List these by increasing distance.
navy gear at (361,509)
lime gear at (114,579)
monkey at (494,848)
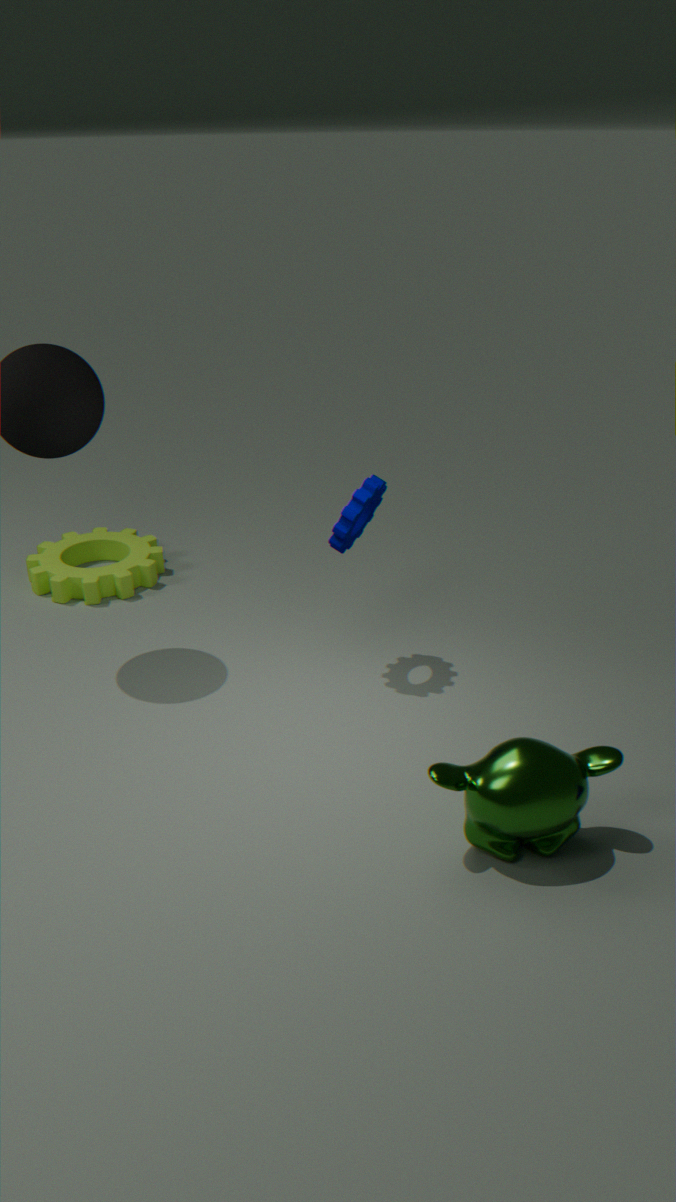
monkey at (494,848) → navy gear at (361,509) → lime gear at (114,579)
